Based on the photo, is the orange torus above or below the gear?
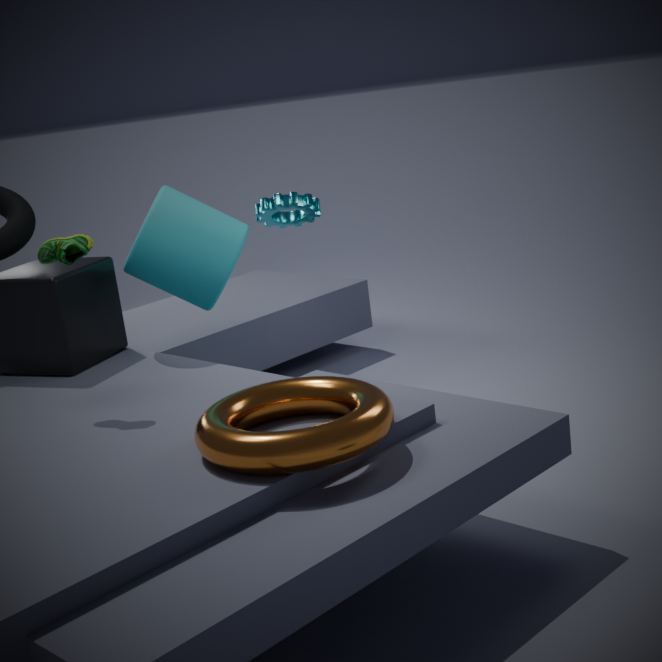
below
